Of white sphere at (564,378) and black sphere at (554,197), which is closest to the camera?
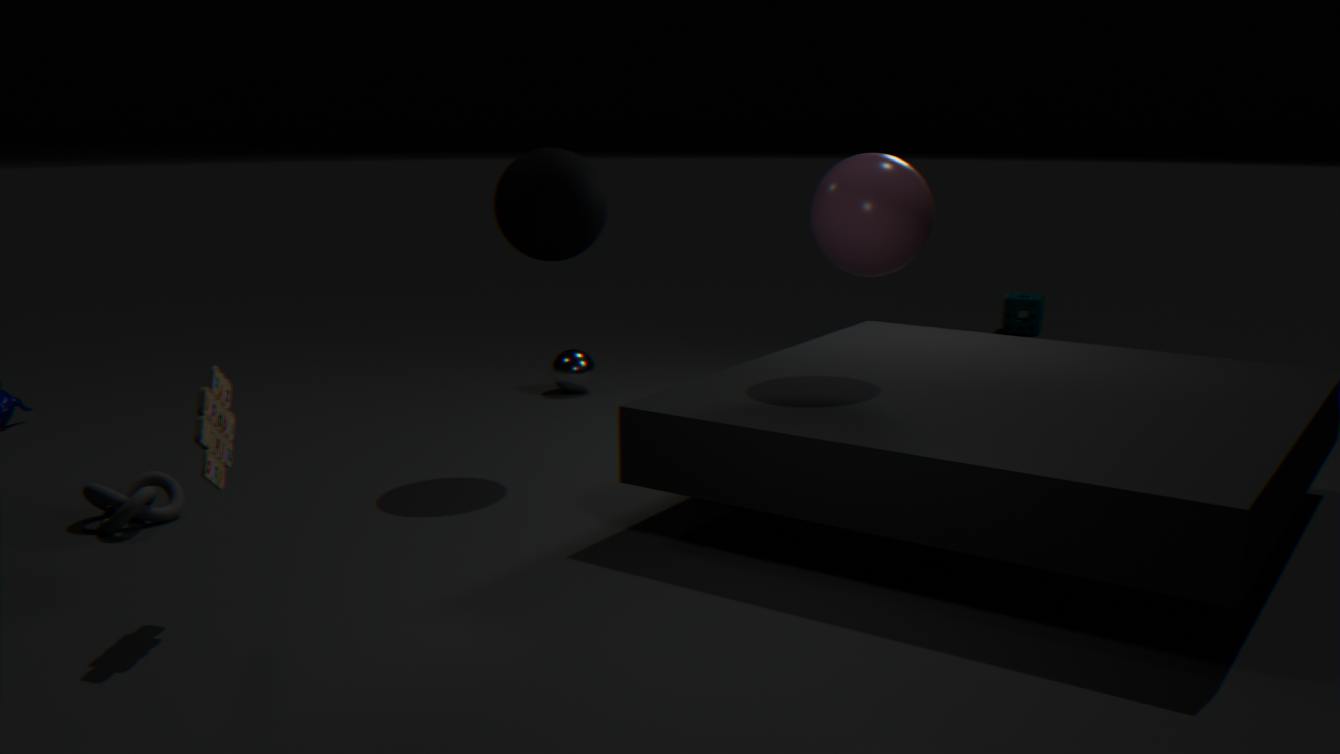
black sphere at (554,197)
